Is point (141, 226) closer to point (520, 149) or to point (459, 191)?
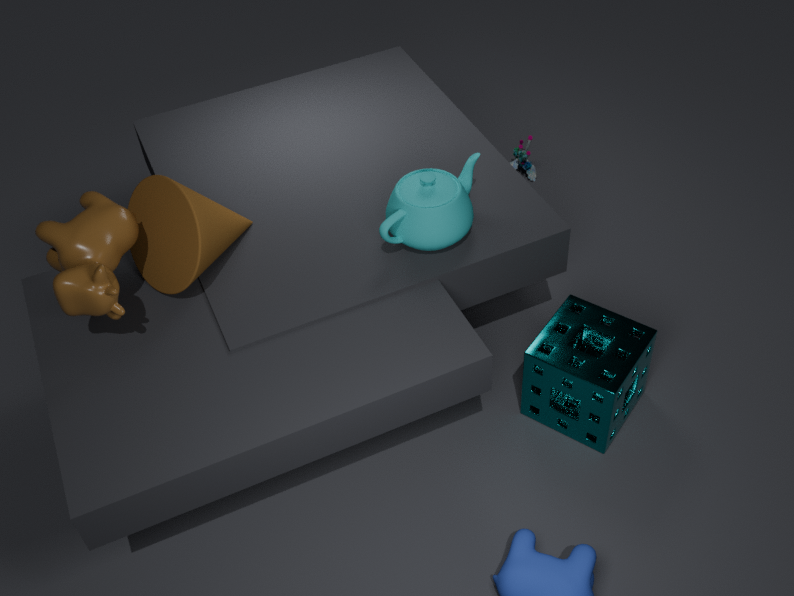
point (459, 191)
